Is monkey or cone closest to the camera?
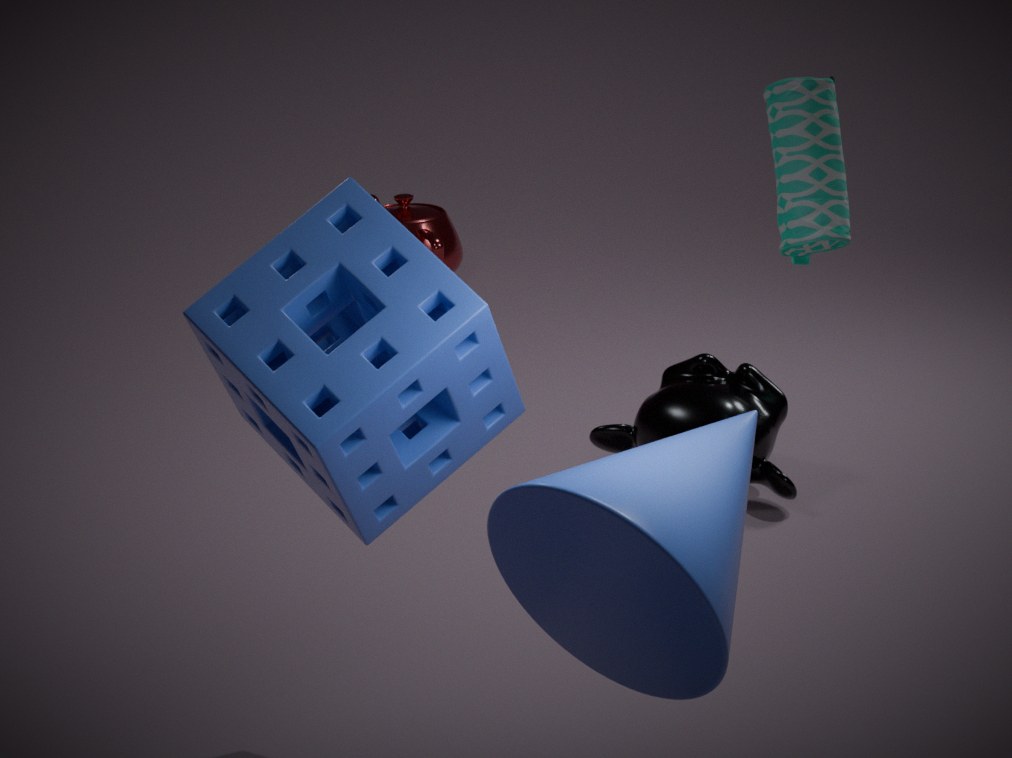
cone
